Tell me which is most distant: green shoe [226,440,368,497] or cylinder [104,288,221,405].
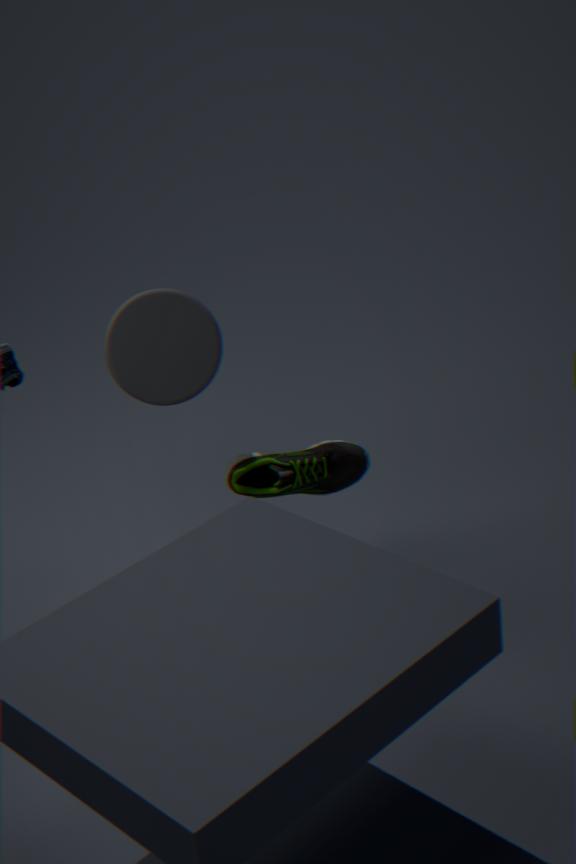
green shoe [226,440,368,497]
